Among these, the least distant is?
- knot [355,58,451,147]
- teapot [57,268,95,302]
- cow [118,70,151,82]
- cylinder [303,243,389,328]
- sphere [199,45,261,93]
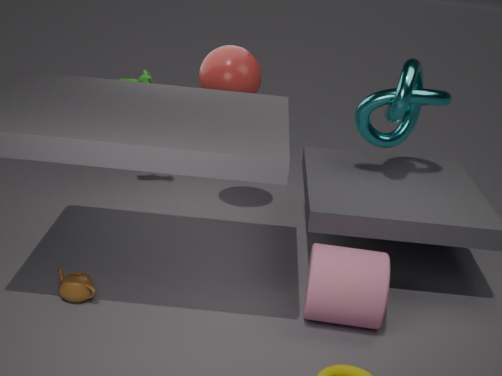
cylinder [303,243,389,328]
